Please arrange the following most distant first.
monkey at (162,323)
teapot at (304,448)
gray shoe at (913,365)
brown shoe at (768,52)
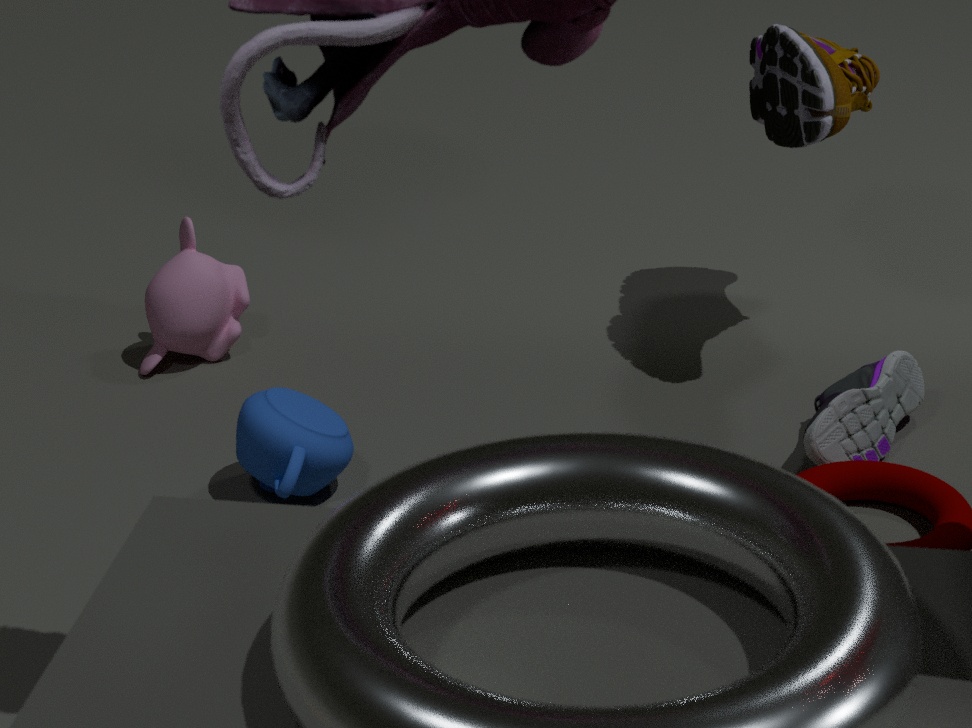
monkey at (162,323) → brown shoe at (768,52) → gray shoe at (913,365) → teapot at (304,448)
